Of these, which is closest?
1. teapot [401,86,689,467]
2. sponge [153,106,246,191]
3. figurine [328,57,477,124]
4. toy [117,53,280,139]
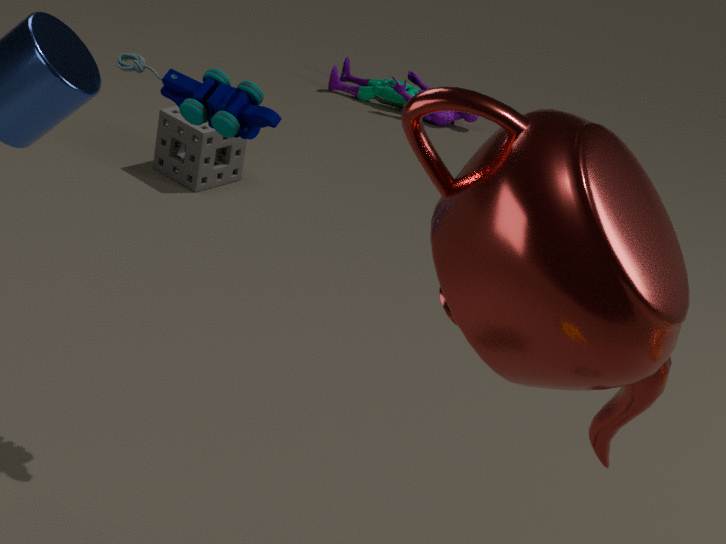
teapot [401,86,689,467]
